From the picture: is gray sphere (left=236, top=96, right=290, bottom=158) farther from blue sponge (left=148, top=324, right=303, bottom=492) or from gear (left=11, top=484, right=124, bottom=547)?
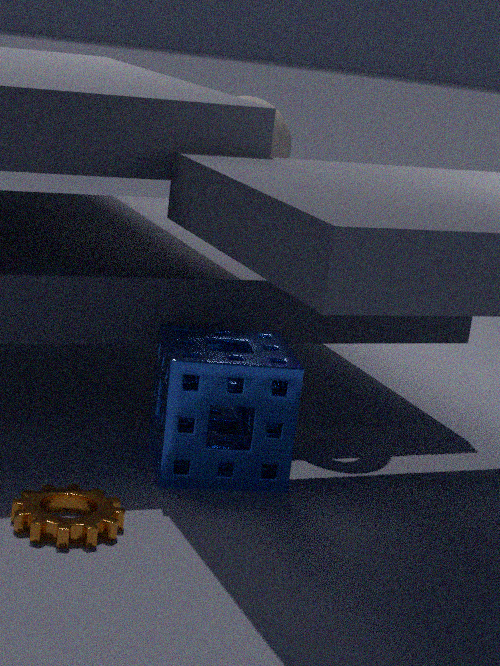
gear (left=11, top=484, right=124, bottom=547)
